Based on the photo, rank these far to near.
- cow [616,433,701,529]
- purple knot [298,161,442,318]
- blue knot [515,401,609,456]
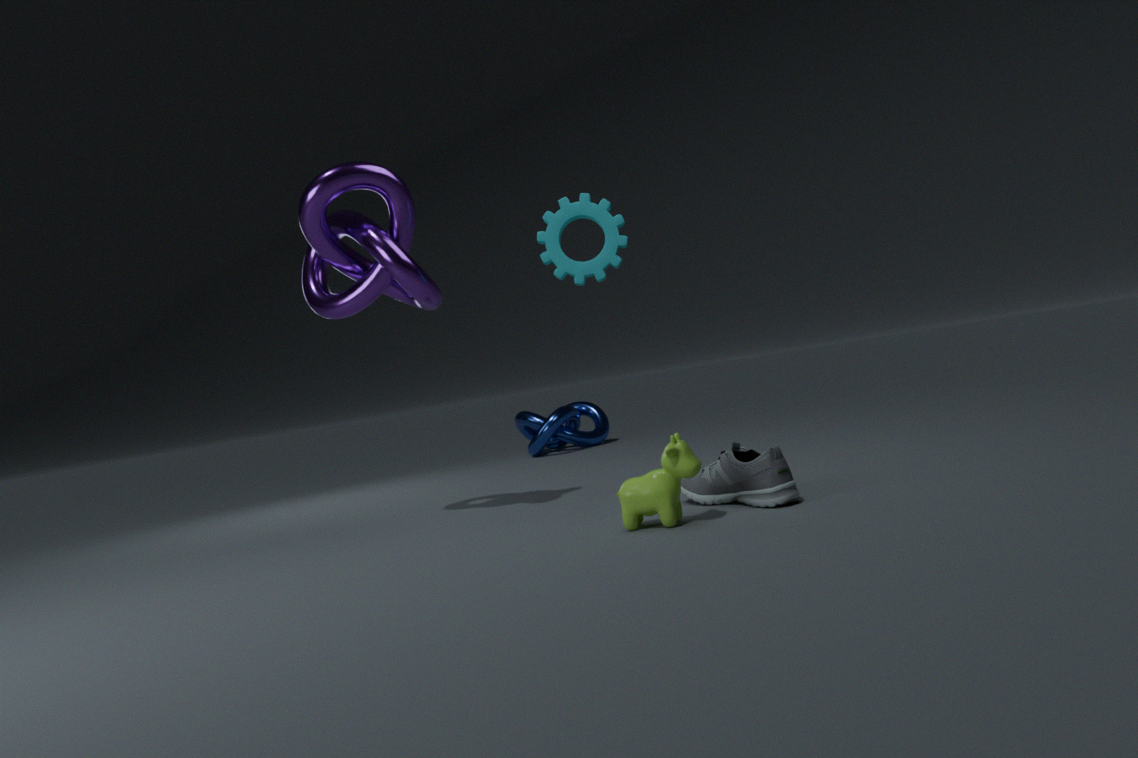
blue knot [515,401,609,456] < purple knot [298,161,442,318] < cow [616,433,701,529]
